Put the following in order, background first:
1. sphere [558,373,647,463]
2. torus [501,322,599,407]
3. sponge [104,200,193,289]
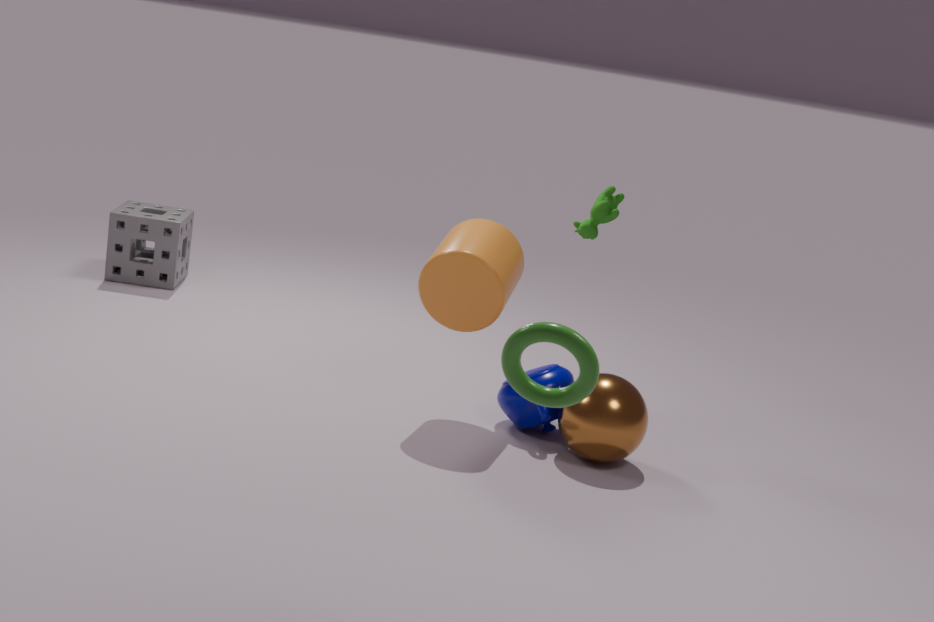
sponge [104,200,193,289] < sphere [558,373,647,463] < torus [501,322,599,407]
